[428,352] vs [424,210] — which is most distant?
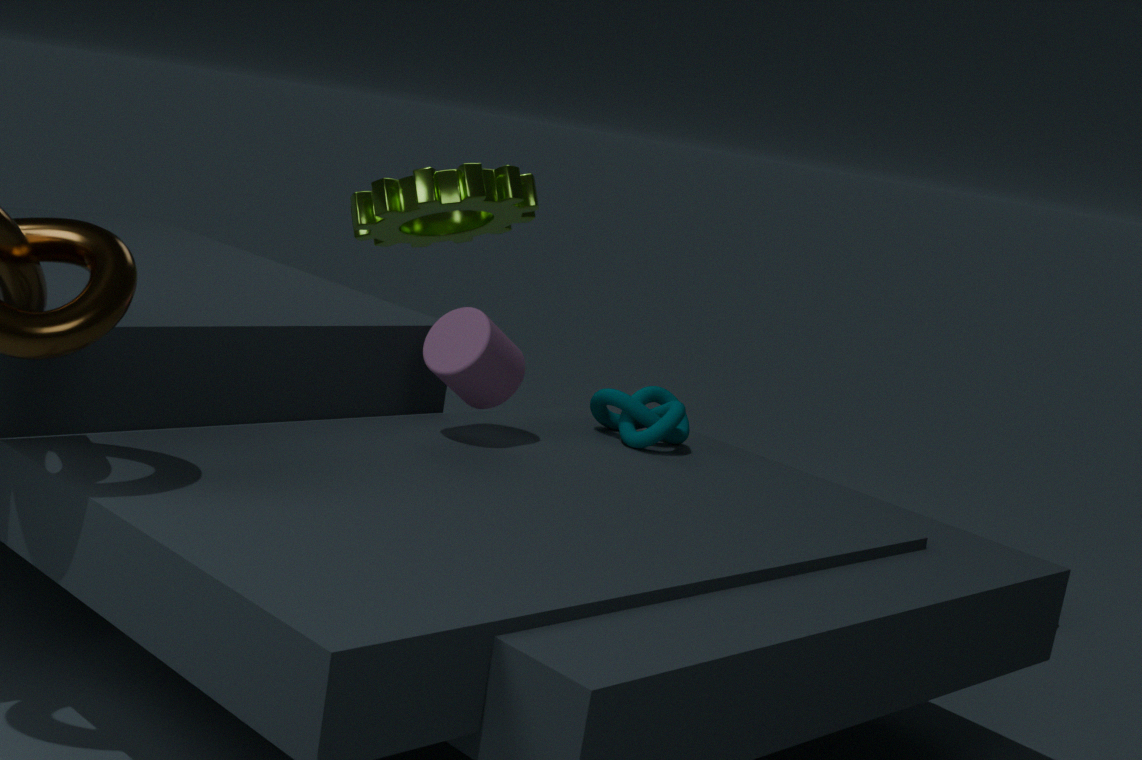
[424,210]
